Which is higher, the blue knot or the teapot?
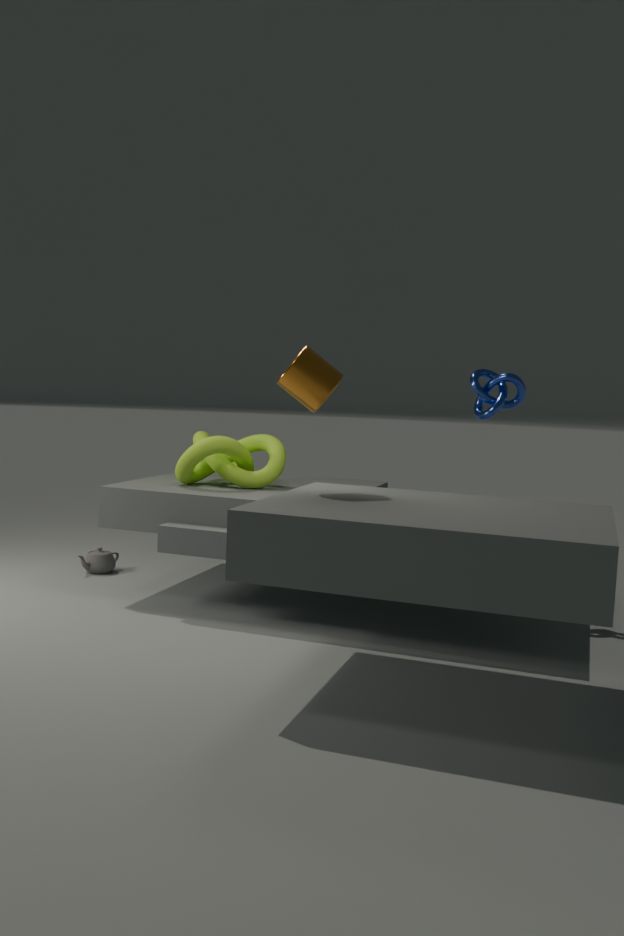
the blue knot
